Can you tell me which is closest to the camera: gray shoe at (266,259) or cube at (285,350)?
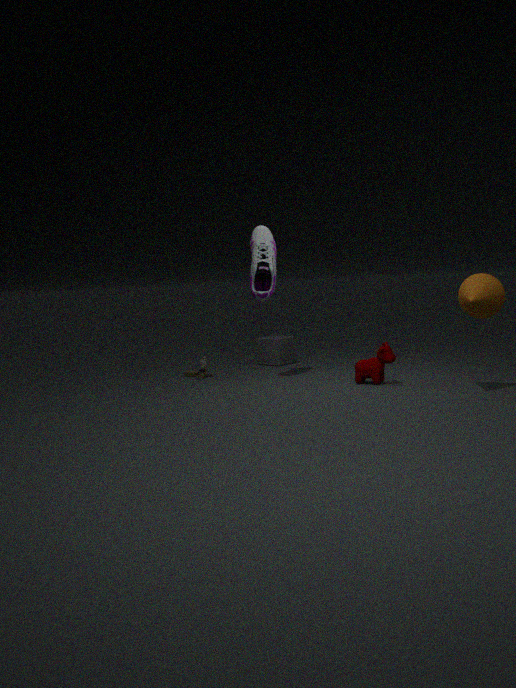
gray shoe at (266,259)
